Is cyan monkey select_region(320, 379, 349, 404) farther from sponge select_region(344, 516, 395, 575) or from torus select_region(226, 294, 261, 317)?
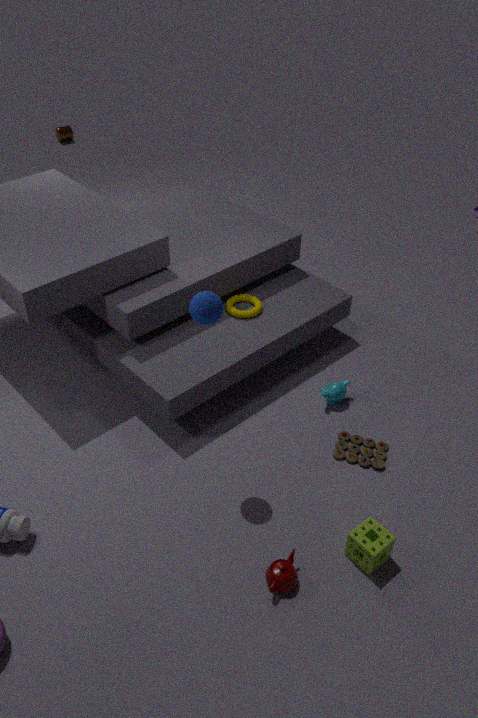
sponge select_region(344, 516, 395, 575)
